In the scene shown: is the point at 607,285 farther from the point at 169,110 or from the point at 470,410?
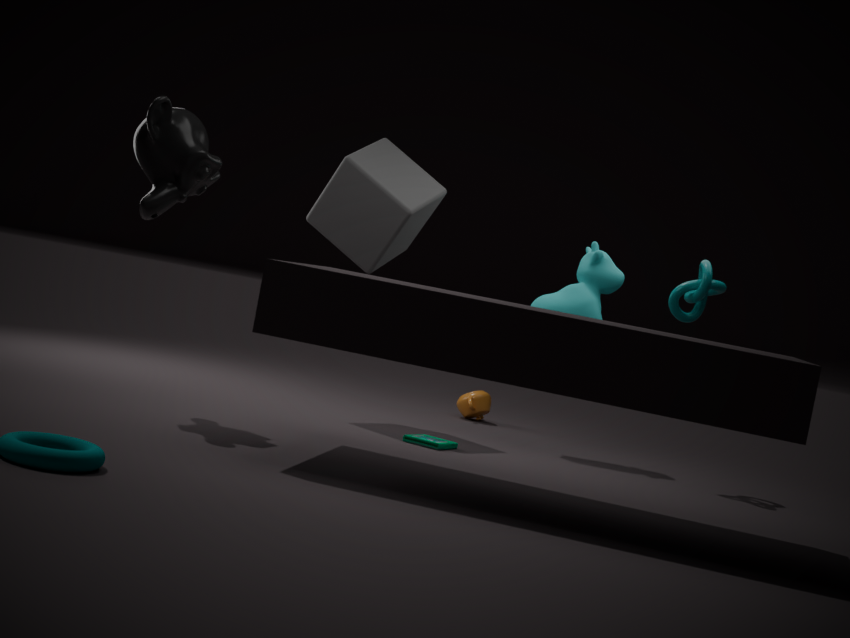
the point at 169,110
